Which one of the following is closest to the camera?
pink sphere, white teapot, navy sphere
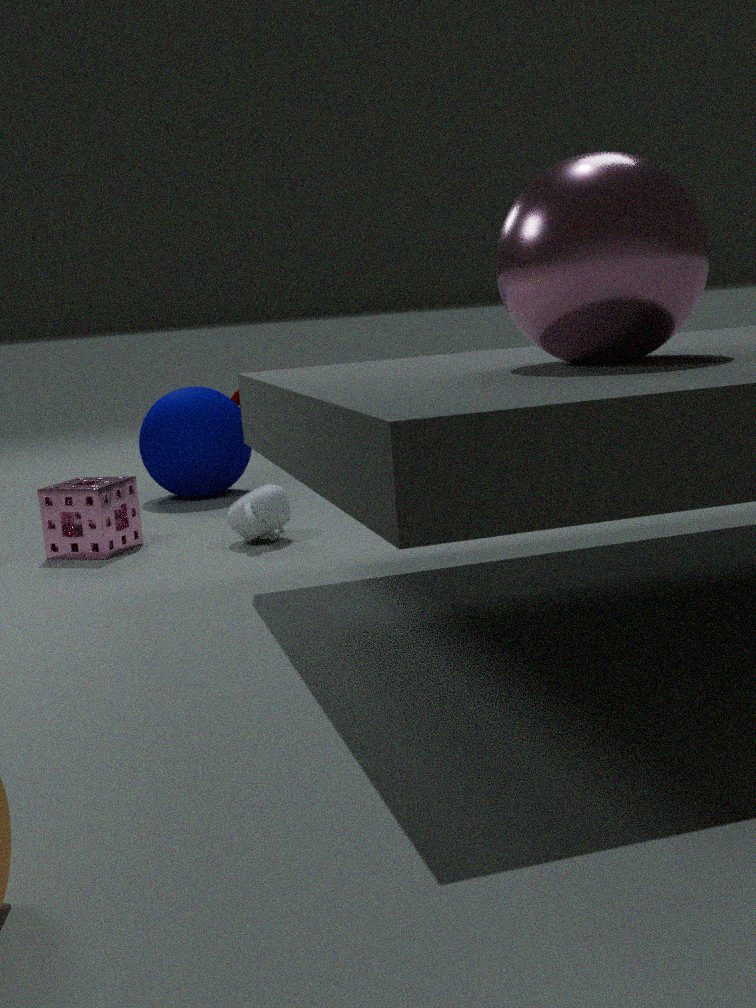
pink sphere
